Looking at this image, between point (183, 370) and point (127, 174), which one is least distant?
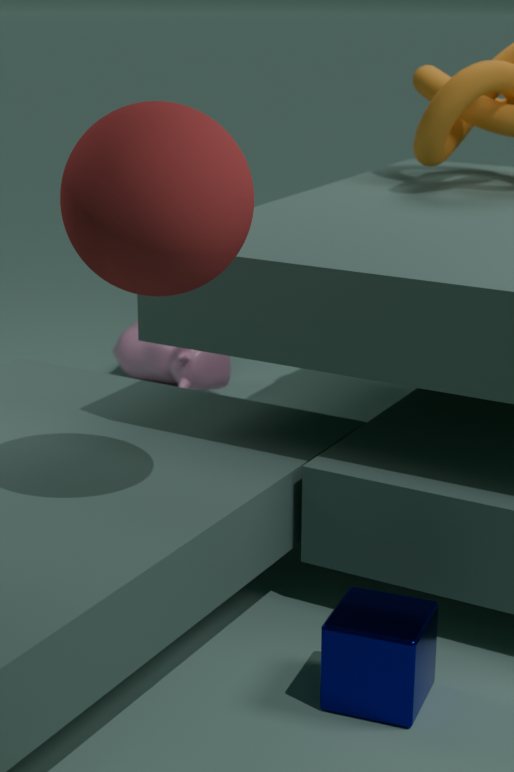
point (127, 174)
